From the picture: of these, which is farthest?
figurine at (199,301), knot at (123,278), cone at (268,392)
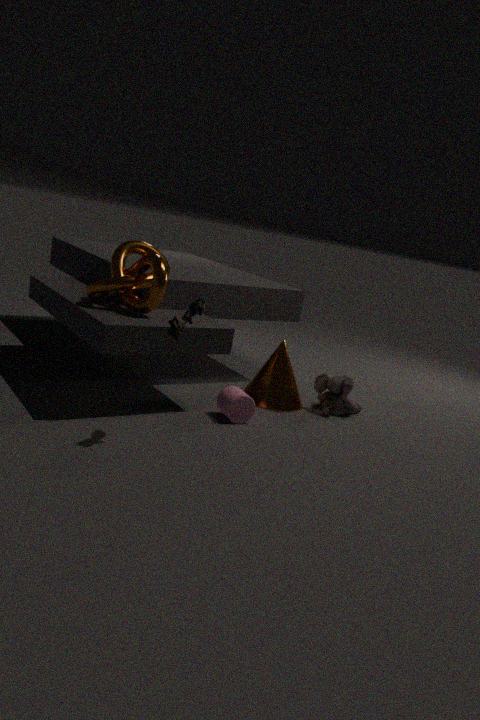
cone at (268,392)
